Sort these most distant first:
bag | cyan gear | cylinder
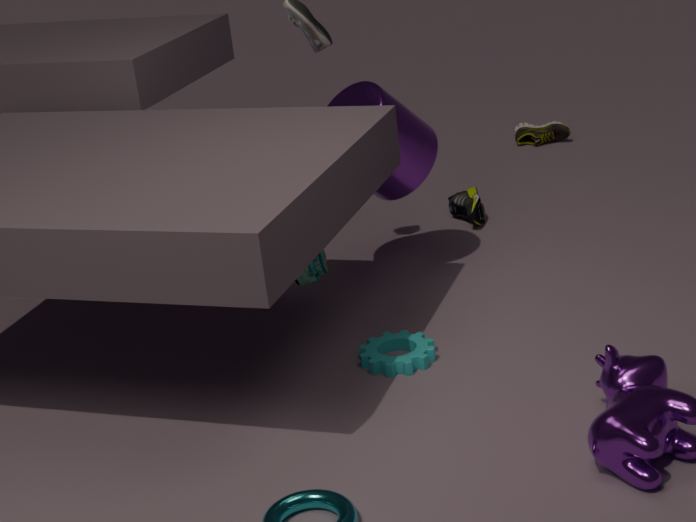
cylinder, bag, cyan gear
